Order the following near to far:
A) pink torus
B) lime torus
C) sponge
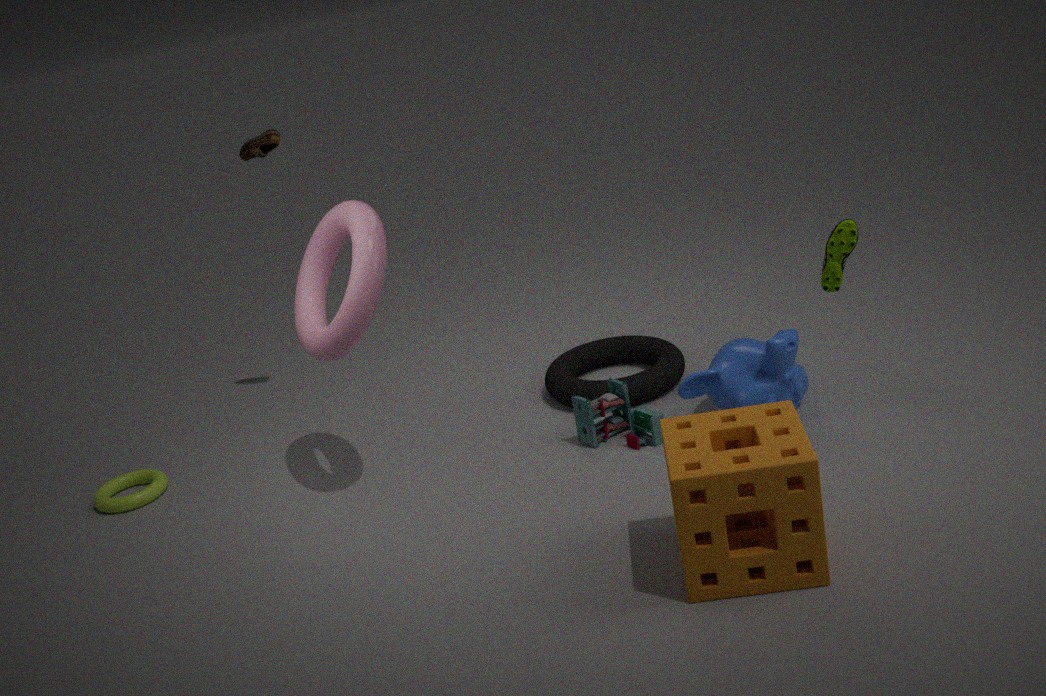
sponge → pink torus → lime torus
